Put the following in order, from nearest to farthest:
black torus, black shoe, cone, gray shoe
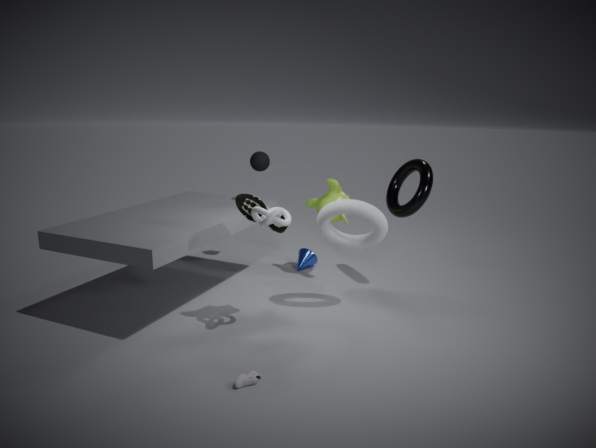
1. gray shoe
2. black shoe
3. black torus
4. cone
